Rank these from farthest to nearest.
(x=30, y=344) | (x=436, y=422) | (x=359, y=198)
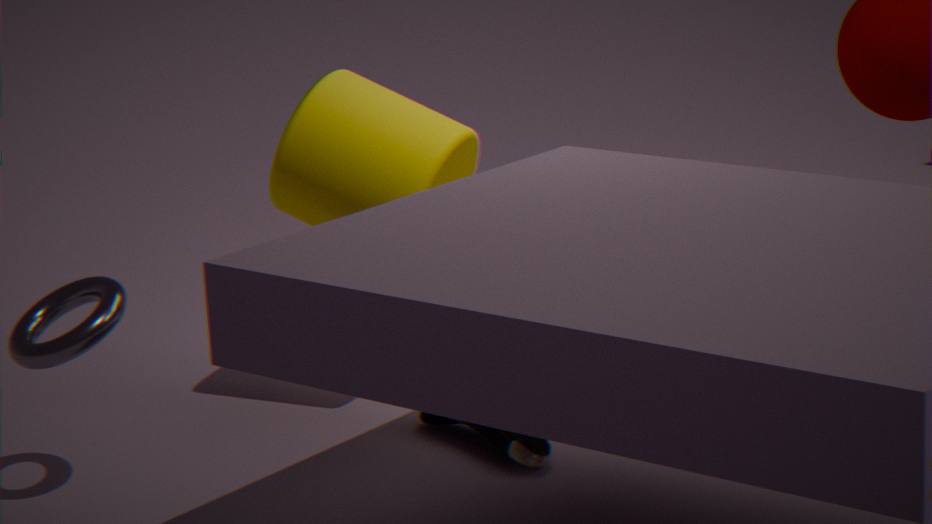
(x=436, y=422)
(x=359, y=198)
(x=30, y=344)
